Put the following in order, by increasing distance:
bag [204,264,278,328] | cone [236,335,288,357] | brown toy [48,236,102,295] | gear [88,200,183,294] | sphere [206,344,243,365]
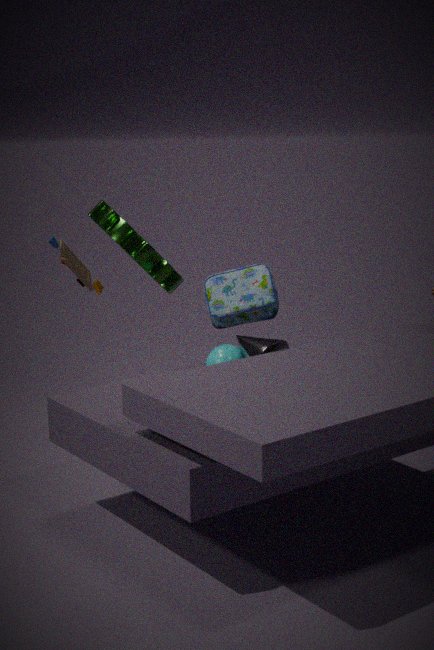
brown toy [48,236,102,295] → cone [236,335,288,357] → sphere [206,344,243,365] → gear [88,200,183,294] → bag [204,264,278,328]
